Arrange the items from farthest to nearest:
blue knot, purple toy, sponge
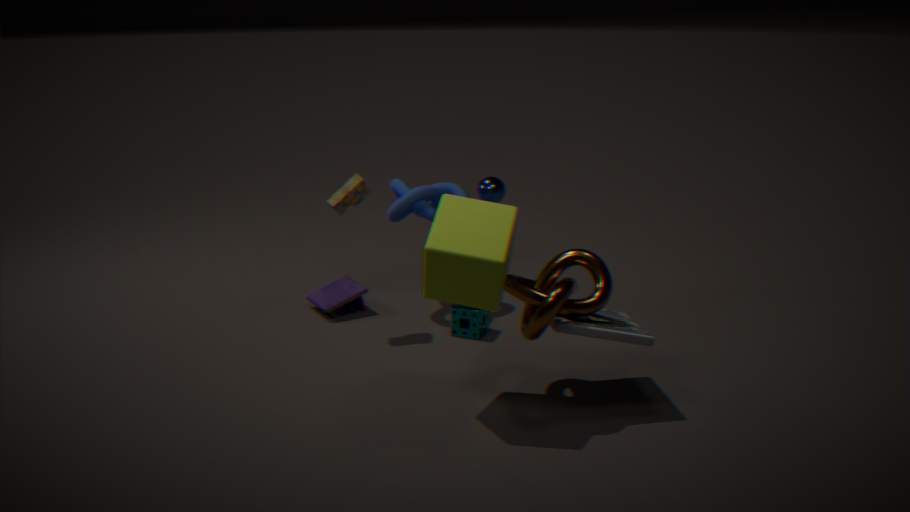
purple toy, blue knot, sponge
